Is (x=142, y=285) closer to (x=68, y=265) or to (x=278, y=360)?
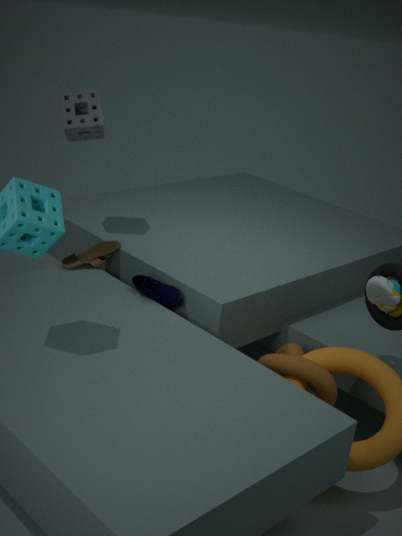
(x=68, y=265)
